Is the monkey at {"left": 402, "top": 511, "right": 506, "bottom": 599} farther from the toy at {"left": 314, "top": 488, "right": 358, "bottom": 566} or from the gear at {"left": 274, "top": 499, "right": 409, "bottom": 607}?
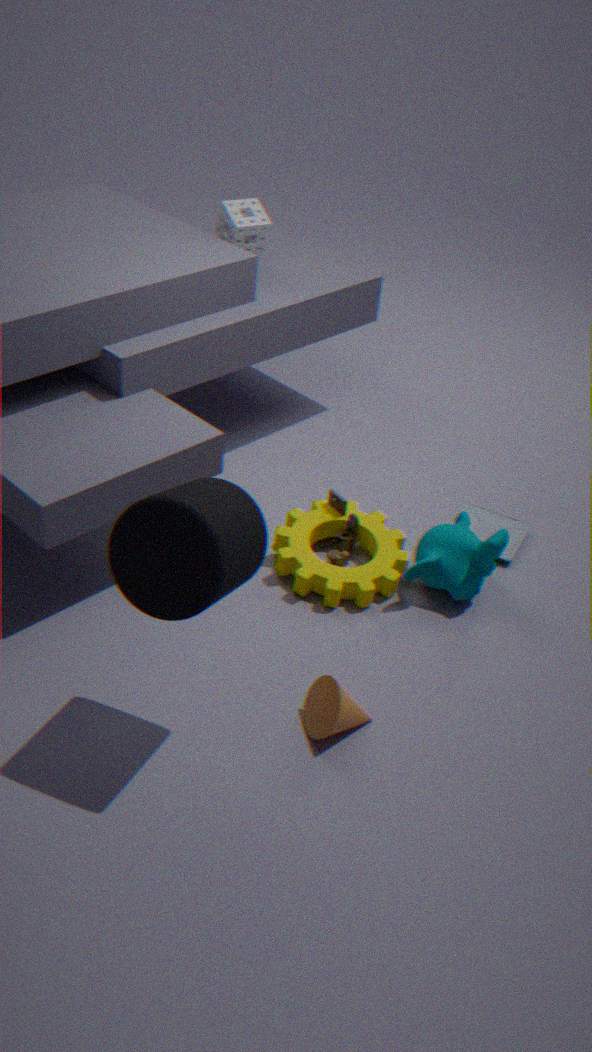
the toy at {"left": 314, "top": 488, "right": 358, "bottom": 566}
